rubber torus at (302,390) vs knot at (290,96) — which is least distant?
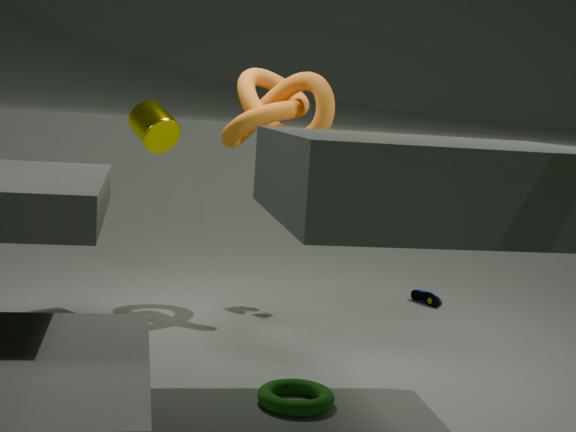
rubber torus at (302,390)
